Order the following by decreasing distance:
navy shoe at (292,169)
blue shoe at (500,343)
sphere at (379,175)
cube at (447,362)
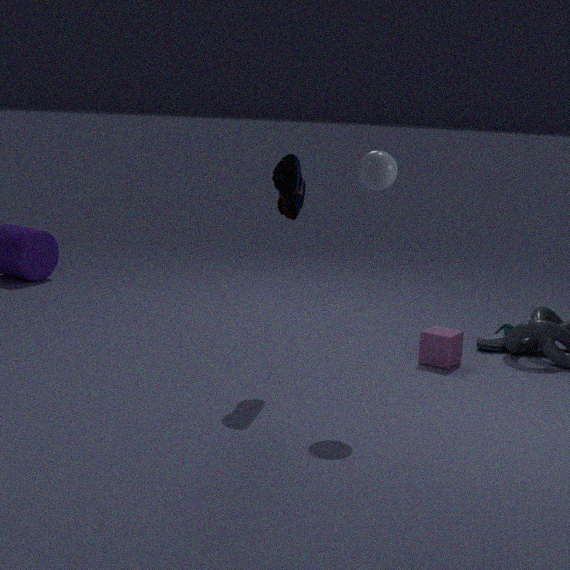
blue shoe at (500,343) < cube at (447,362) < navy shoe at (292,169) < sphere at (379,175)
